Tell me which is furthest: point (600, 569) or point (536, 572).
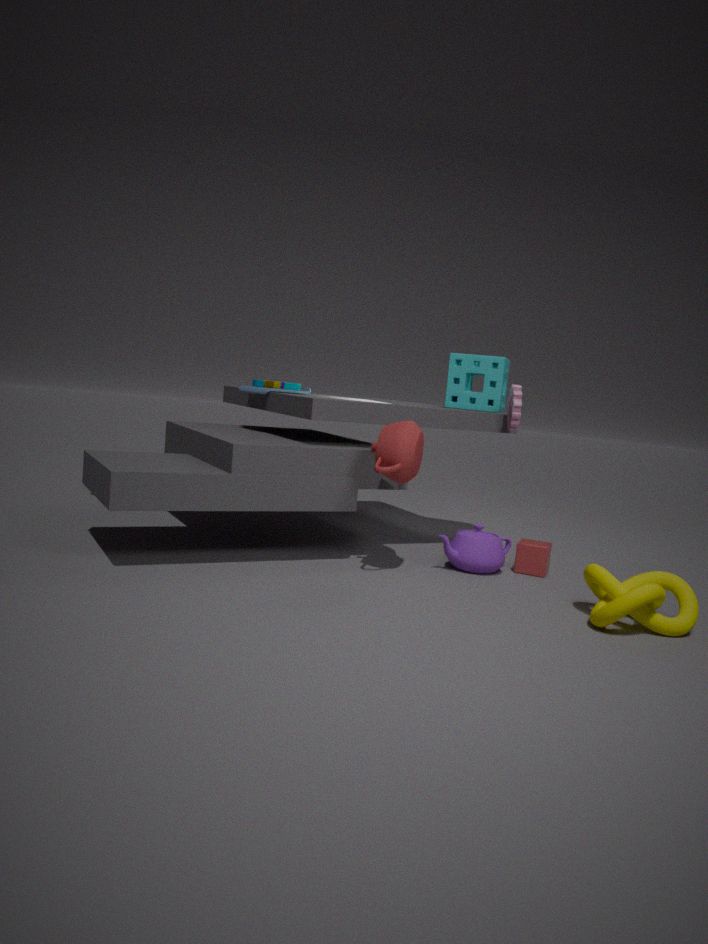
point (536, 572)
